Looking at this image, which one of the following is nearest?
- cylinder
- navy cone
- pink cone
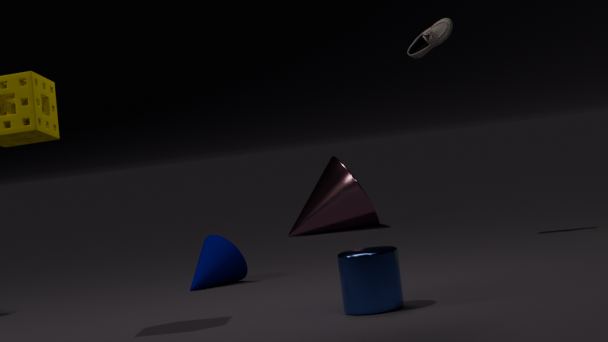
cylinder
